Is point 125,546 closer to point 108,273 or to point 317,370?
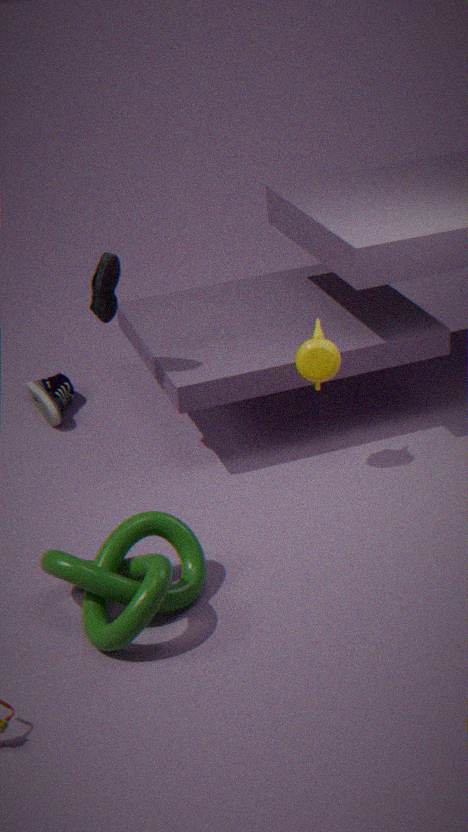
point 317,370
